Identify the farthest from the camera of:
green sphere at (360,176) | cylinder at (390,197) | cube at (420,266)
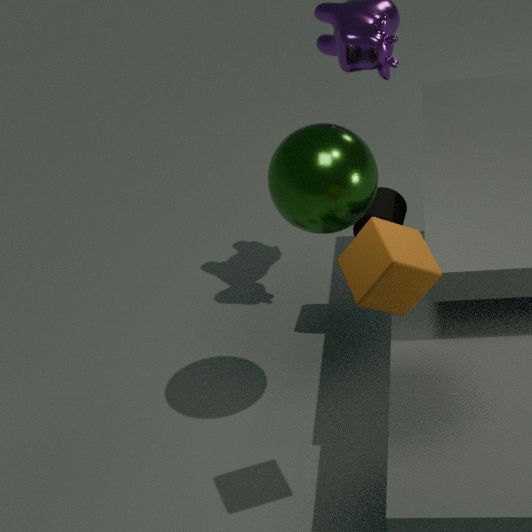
cylinder at (390,197)
